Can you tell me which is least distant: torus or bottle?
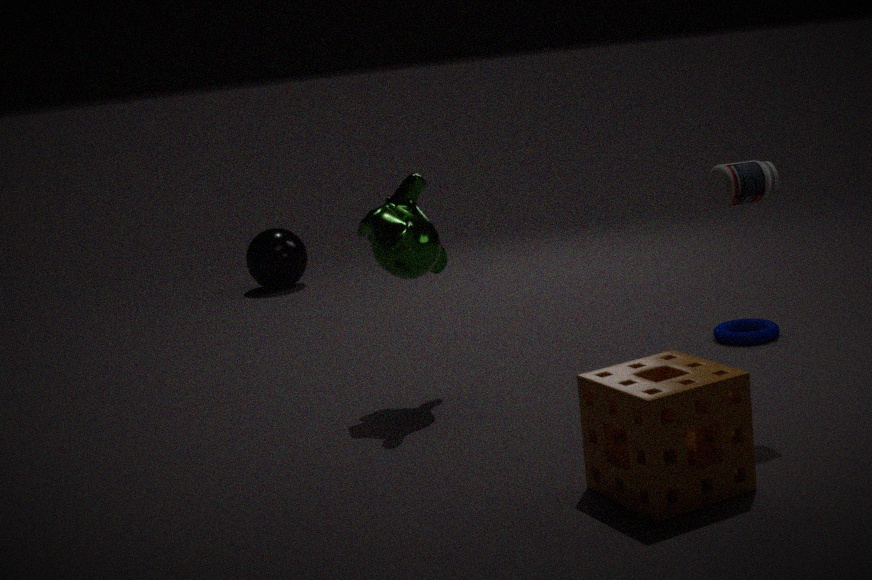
bottle
